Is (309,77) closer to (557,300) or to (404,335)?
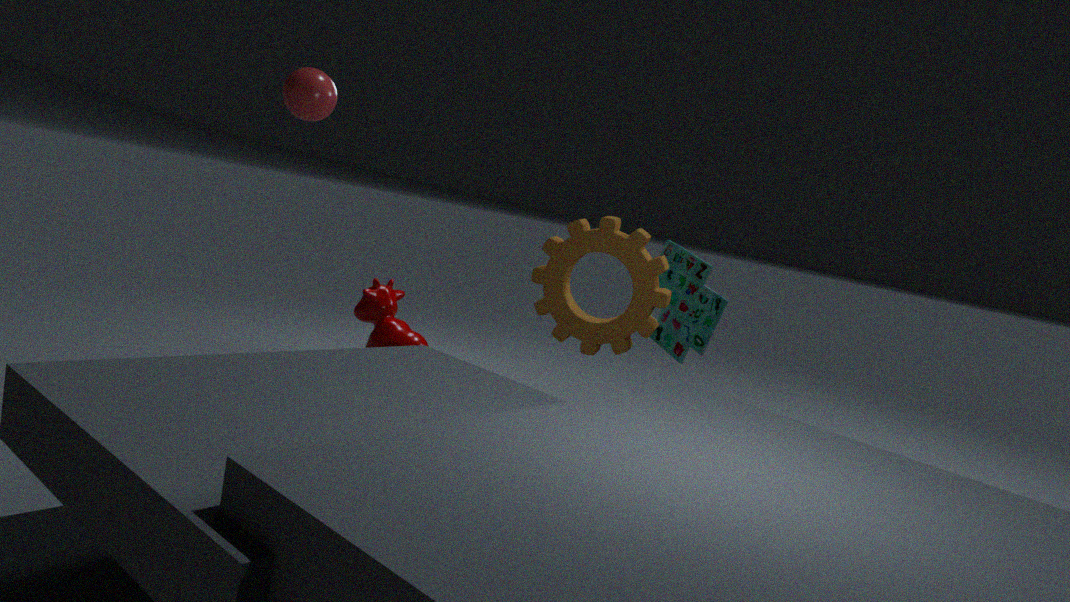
(404,335)
